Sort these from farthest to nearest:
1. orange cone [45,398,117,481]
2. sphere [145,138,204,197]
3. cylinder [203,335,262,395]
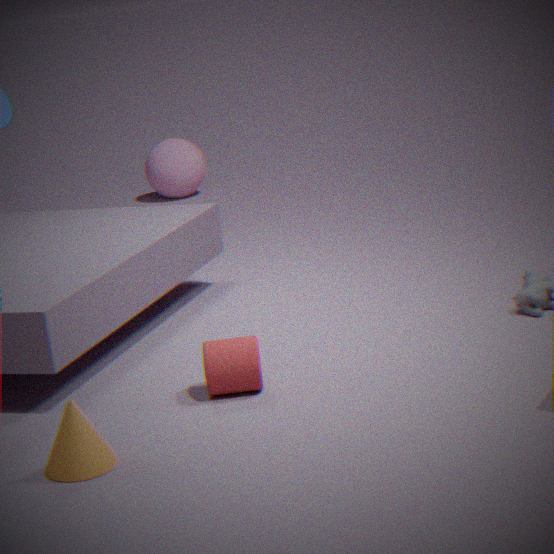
sphere [145,138,204,197] → cylinder [203,335,262,395] → orange cone [45,398,117,481]
